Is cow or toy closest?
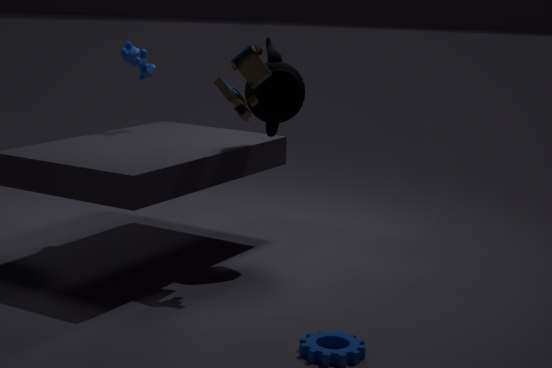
toy
